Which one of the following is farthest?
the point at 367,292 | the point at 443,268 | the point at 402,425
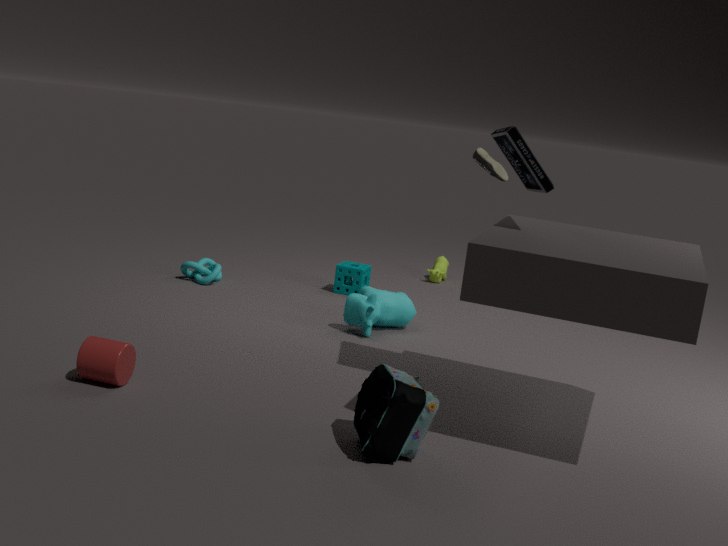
the point at 443,268
